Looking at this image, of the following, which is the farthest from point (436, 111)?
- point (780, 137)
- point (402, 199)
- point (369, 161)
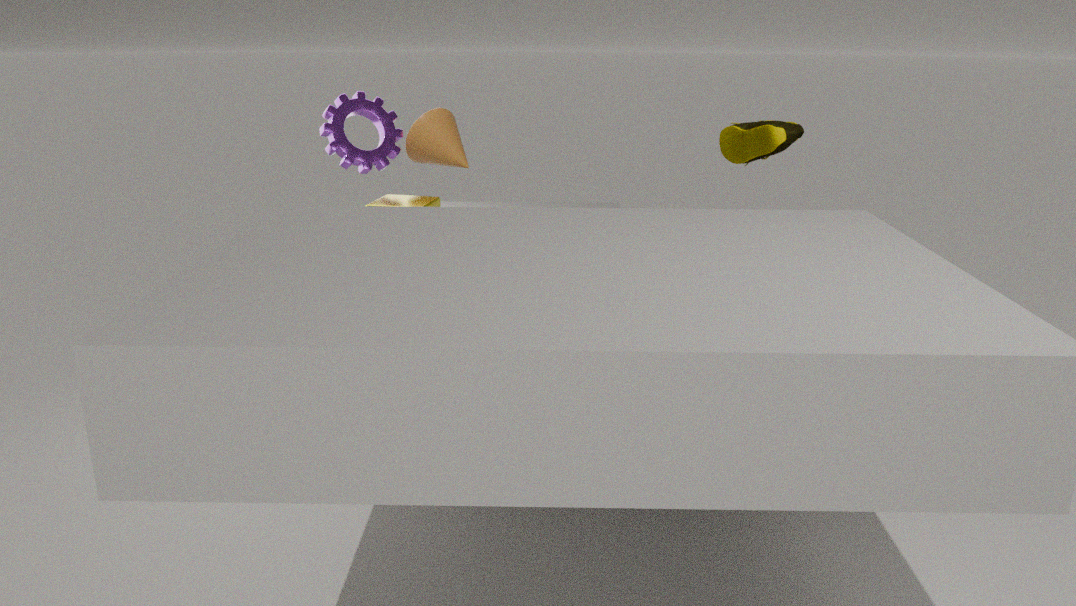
point (780, 137)
